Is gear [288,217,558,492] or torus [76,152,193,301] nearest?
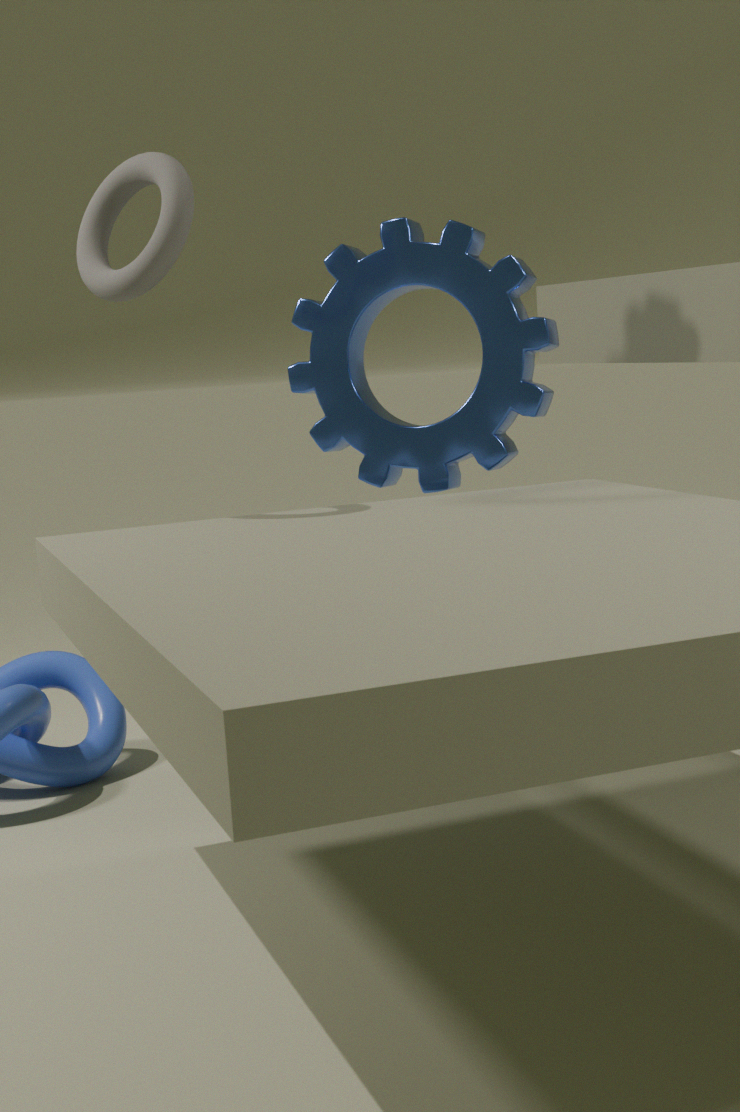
torus [76,152,193,301]
